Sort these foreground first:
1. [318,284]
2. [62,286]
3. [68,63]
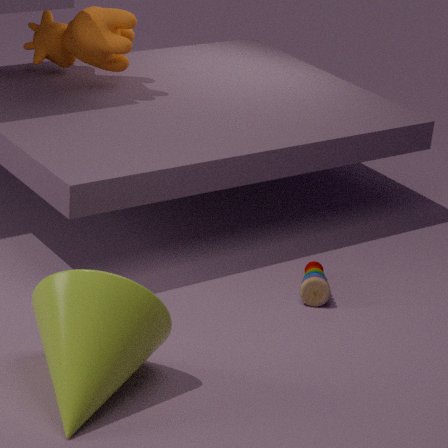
[62,286] < [318,284] < [68,63]
